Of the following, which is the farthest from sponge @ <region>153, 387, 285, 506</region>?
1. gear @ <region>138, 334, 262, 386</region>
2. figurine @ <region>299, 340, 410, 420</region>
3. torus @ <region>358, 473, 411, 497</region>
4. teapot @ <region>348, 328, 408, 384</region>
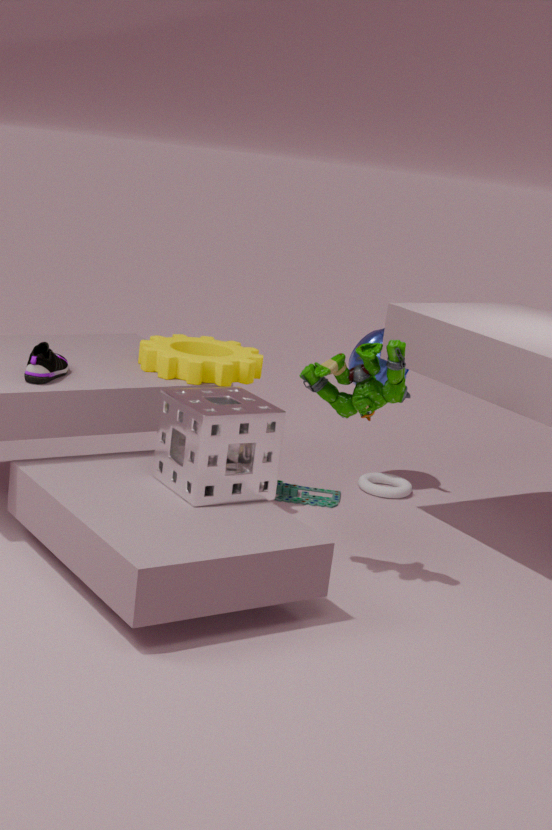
torus @ <region>358, 473, 411, 497</region>
